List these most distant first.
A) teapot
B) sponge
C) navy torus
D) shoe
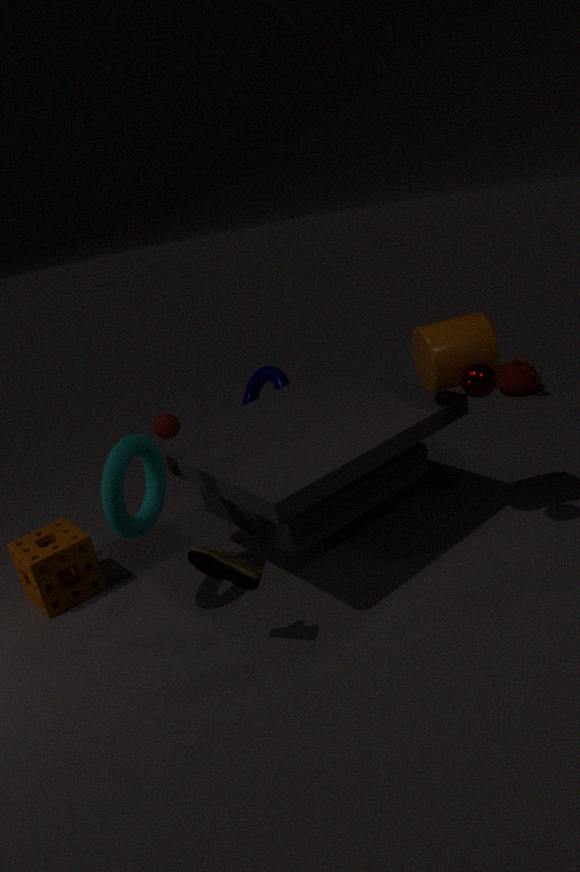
teapot, navy torus, sponge, shoe
